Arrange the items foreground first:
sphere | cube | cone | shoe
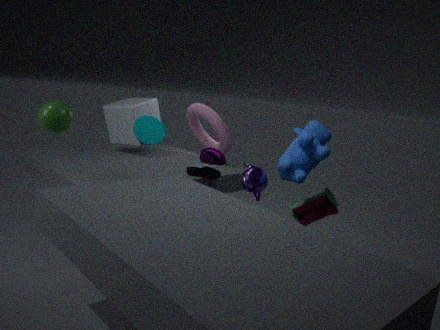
sphere, cone, shoe, cube
